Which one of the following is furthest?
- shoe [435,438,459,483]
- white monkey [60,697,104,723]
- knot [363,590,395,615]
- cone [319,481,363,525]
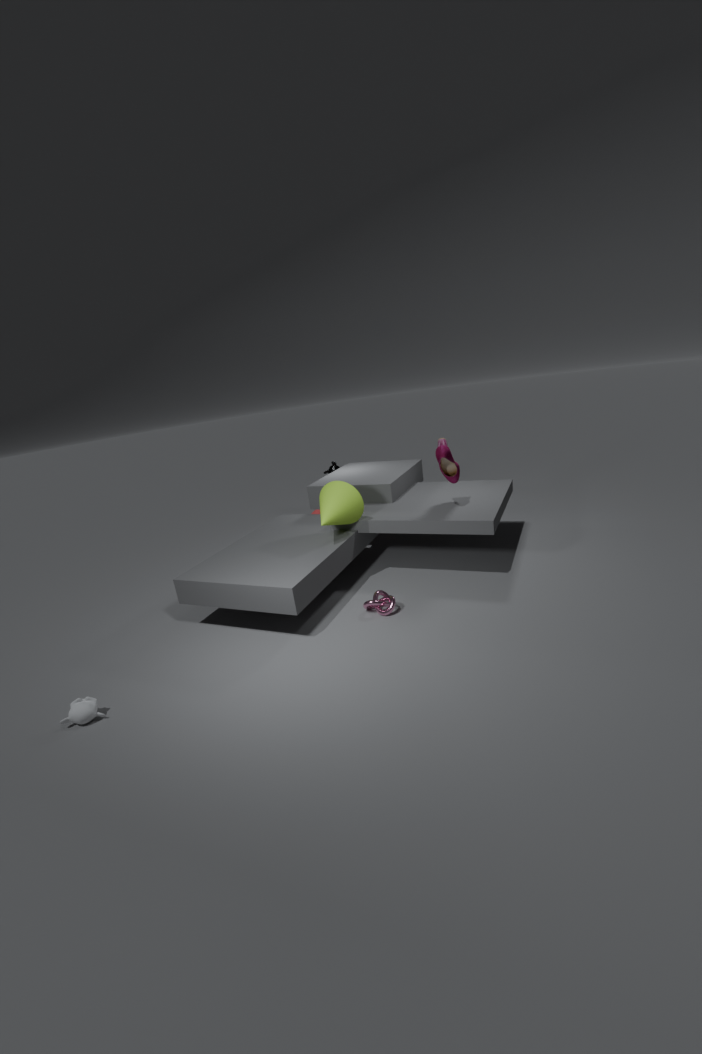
cone [319,481,363,525]
